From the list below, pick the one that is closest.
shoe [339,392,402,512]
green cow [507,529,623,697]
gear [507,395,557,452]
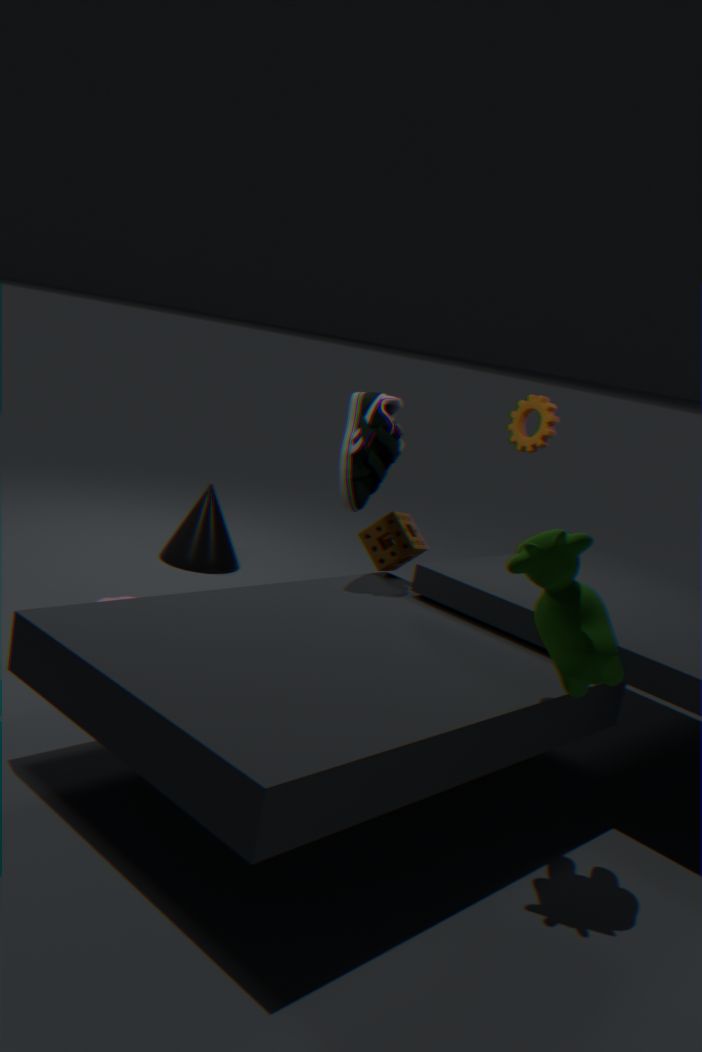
green cow [507,529,623,697]
